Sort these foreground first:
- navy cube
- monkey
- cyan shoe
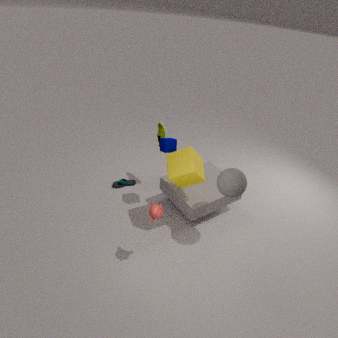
monkey, navy cube, cyan shoe
